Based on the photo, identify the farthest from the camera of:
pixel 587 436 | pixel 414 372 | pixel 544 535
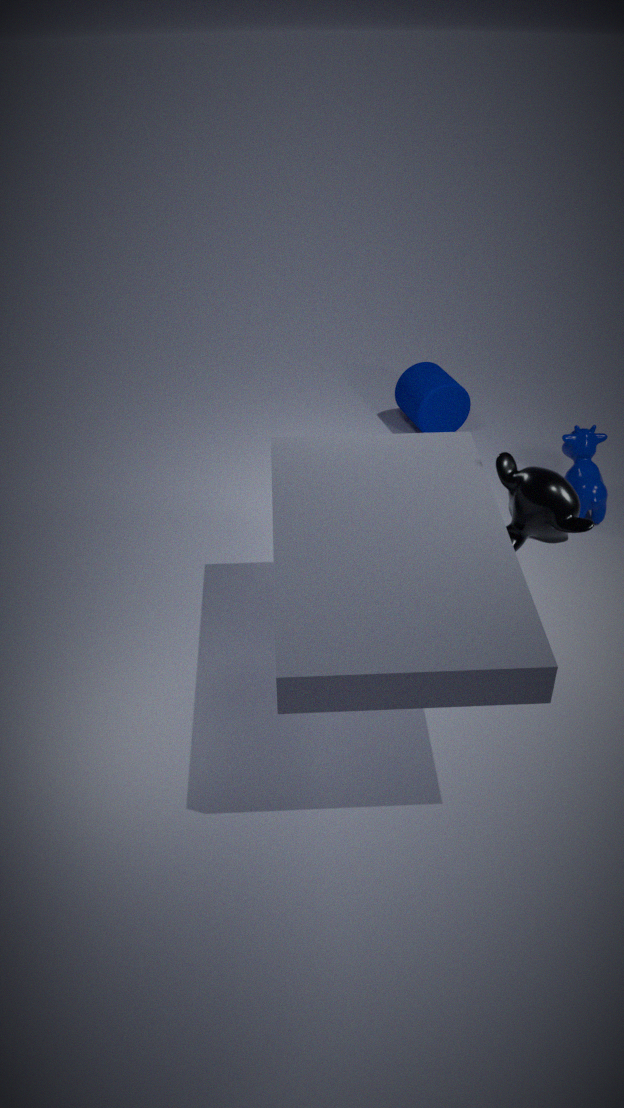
pixel 414 372
